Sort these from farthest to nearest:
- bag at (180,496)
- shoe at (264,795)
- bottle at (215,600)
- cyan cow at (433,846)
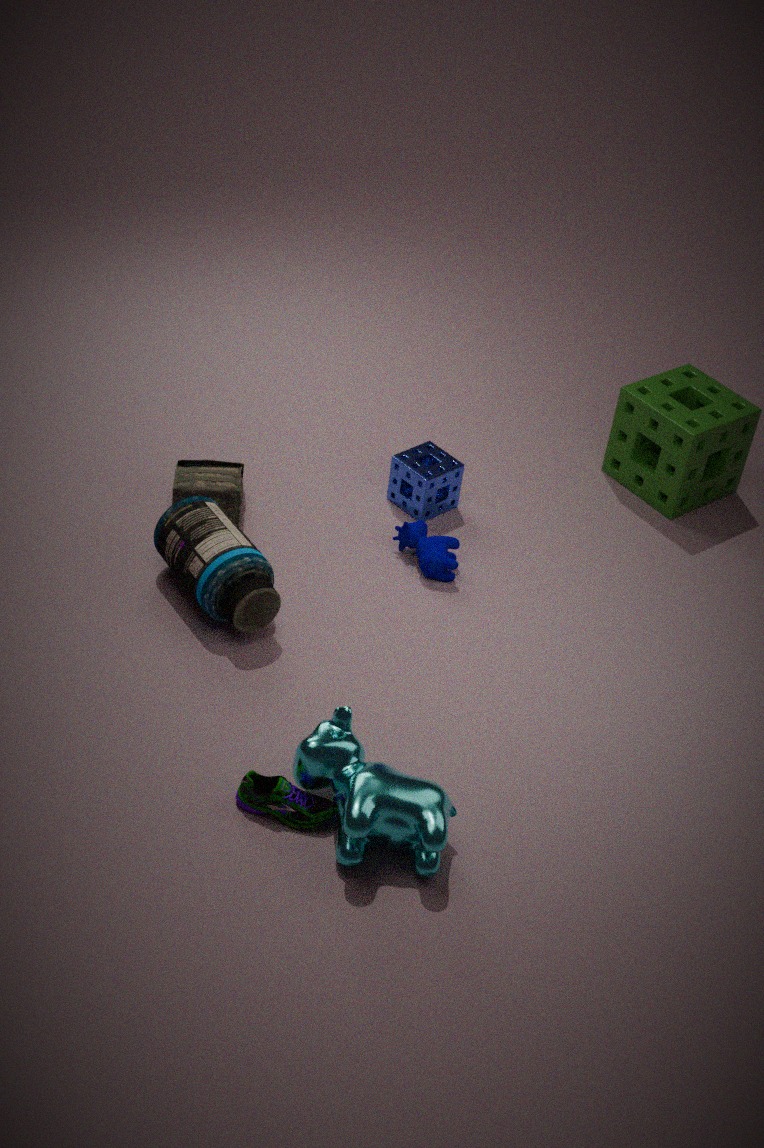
bag at (180,496) → bottle at (215,600) → shoe at (264,795) → cyan cow at (433,846)
